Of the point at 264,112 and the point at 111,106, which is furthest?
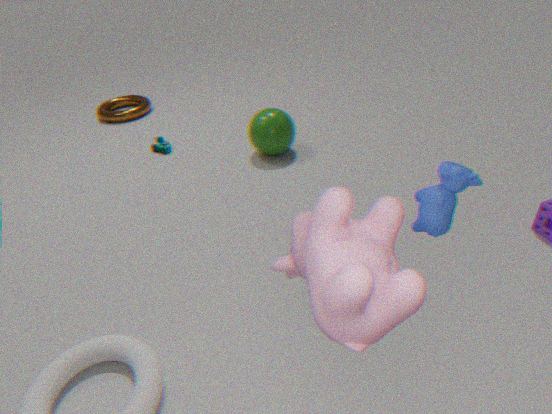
the point at 111,106
